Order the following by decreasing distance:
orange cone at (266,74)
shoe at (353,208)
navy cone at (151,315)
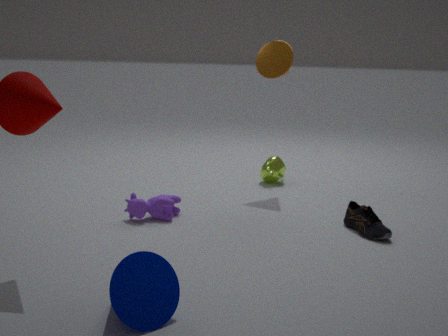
orange cone at (266,74), shoe at (353,208), navy cone at (151,315)
